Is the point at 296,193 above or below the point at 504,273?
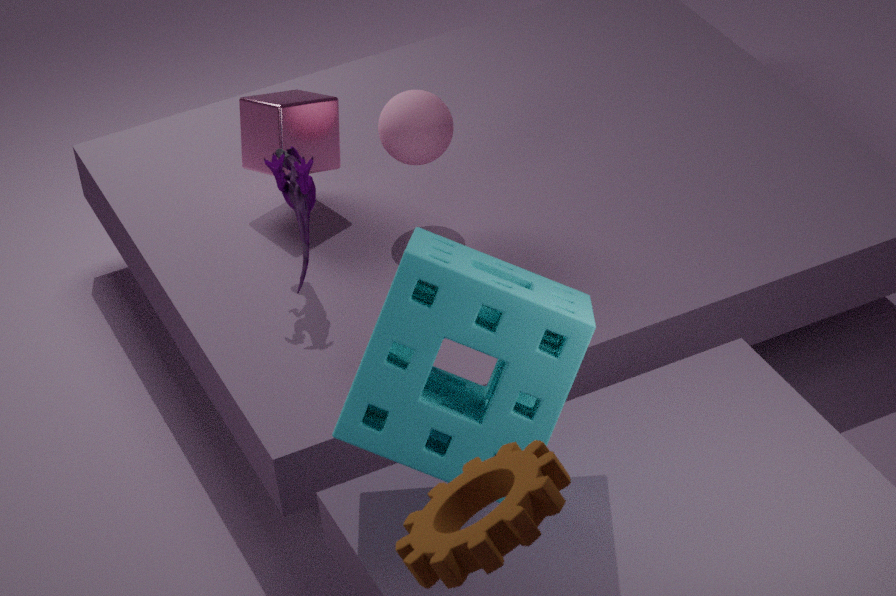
below
